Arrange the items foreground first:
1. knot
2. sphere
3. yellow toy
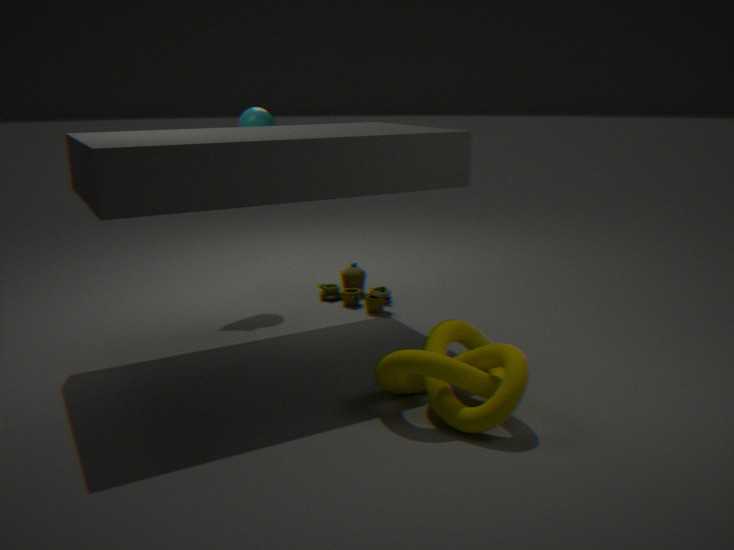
knot → yellow toy → sphere
